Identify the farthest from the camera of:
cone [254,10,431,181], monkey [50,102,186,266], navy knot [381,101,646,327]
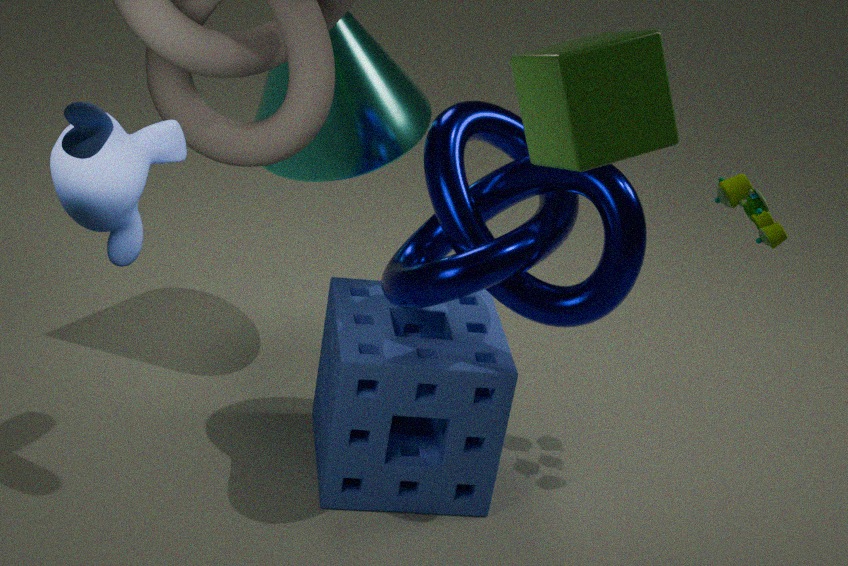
cone [254,10,431,181]
